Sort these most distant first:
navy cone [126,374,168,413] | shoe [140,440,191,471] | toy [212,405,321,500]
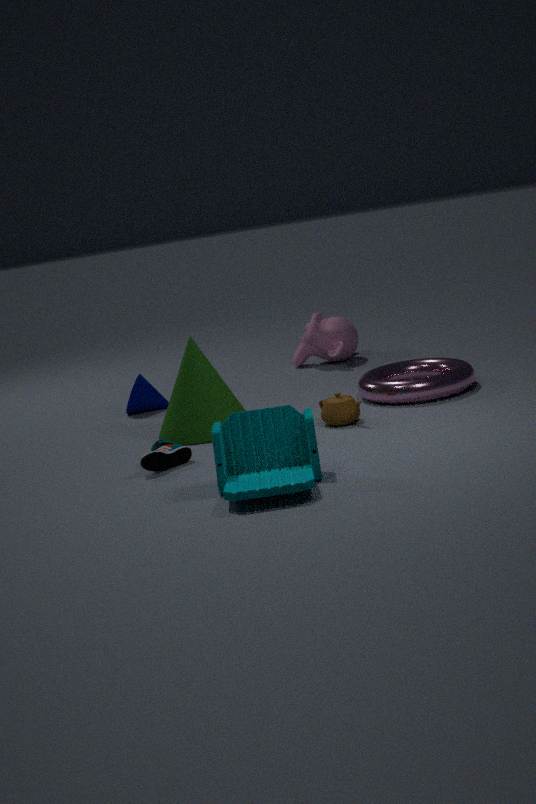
navy cone [126,374,168,413] → shoe [140,440,191,471] → toy [212,405,321,500]
